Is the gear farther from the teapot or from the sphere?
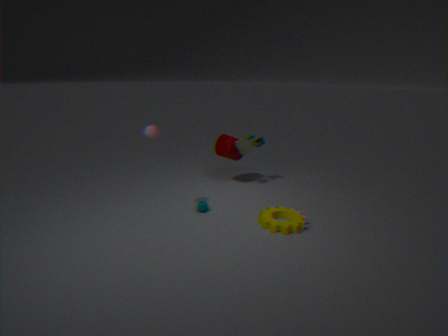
the sphere
